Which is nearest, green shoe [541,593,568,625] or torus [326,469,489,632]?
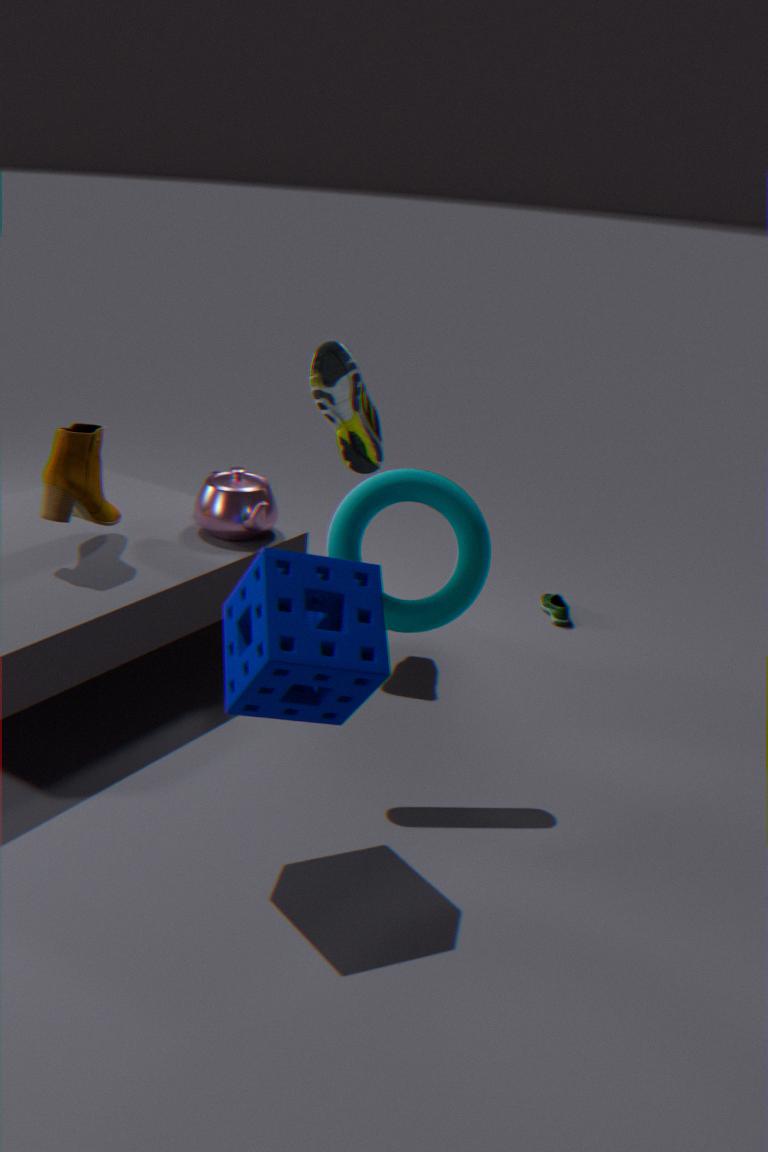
torus [326,469,489,632]
